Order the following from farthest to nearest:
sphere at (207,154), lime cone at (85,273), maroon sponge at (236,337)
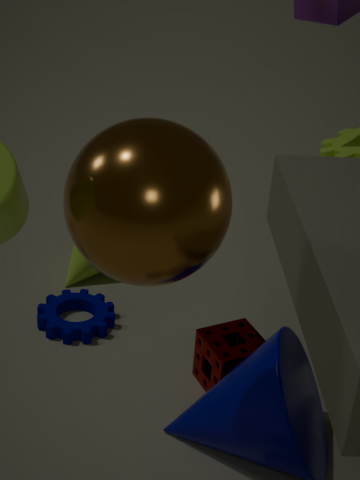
lime cone at (85,273)
maroon sponge at (236,337)
sphere at (207,154)
